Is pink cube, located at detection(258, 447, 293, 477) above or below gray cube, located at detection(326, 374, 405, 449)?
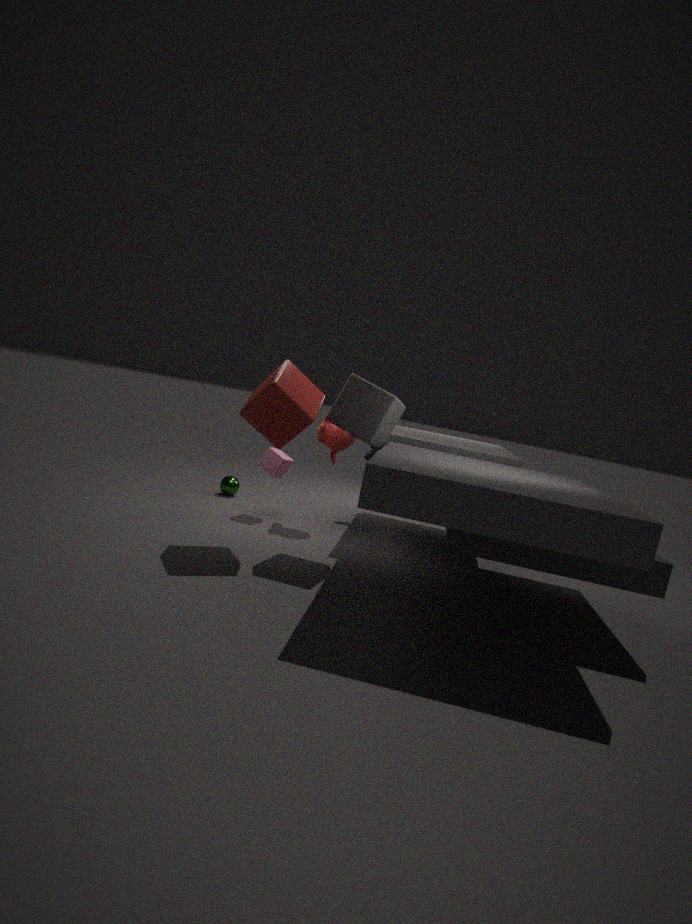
below
